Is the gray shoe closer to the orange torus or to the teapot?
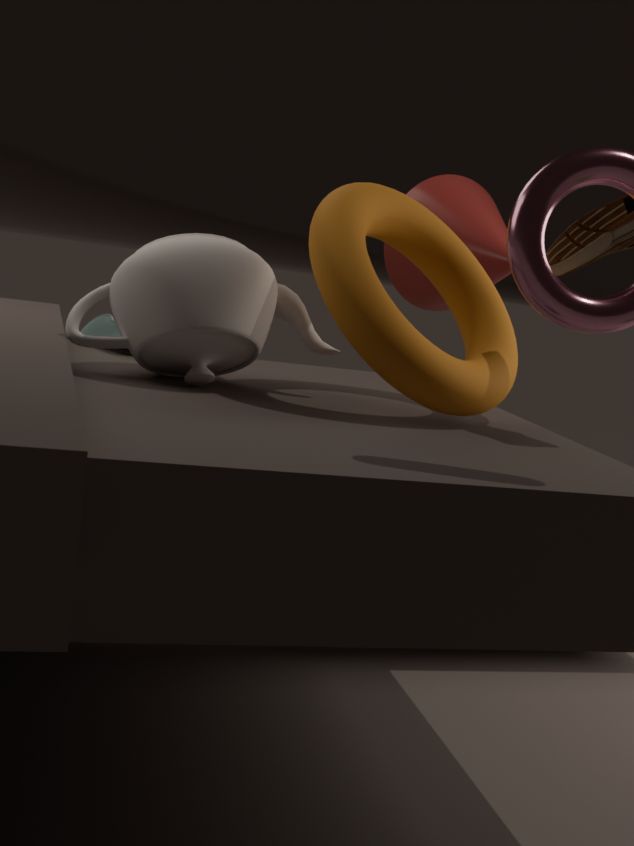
the teapot
